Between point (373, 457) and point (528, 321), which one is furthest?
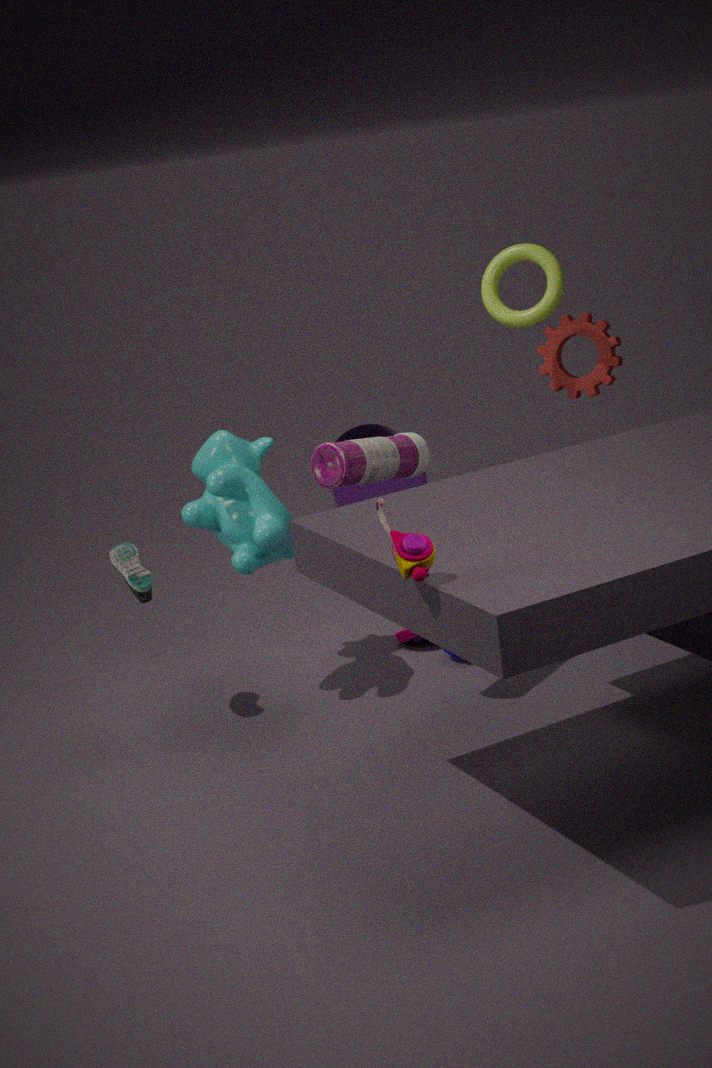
point (528, 321)
